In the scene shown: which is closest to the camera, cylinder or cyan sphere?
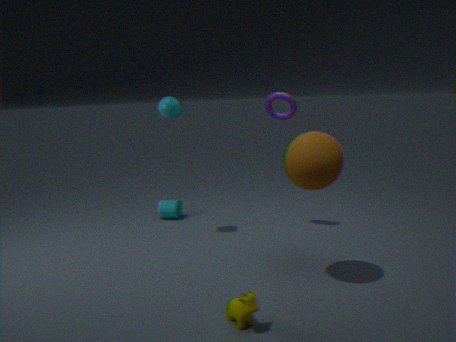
cyan sphere
